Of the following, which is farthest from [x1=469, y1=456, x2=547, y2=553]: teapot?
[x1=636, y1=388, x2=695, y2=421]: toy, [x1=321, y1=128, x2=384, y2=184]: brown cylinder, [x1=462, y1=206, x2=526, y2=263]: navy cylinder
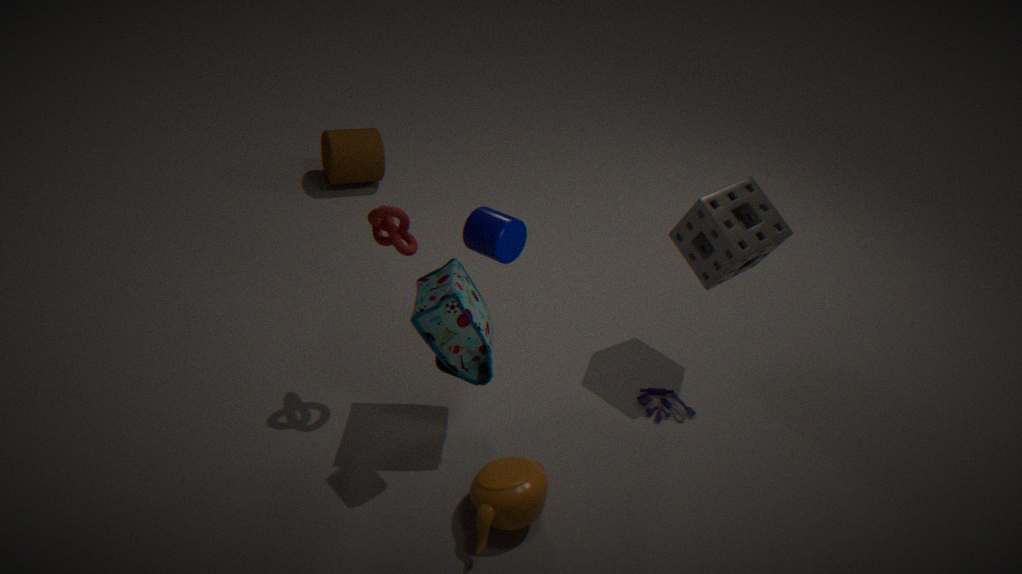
[x1=321, y1=128, x2=384, y2=184]: brown cylinder
